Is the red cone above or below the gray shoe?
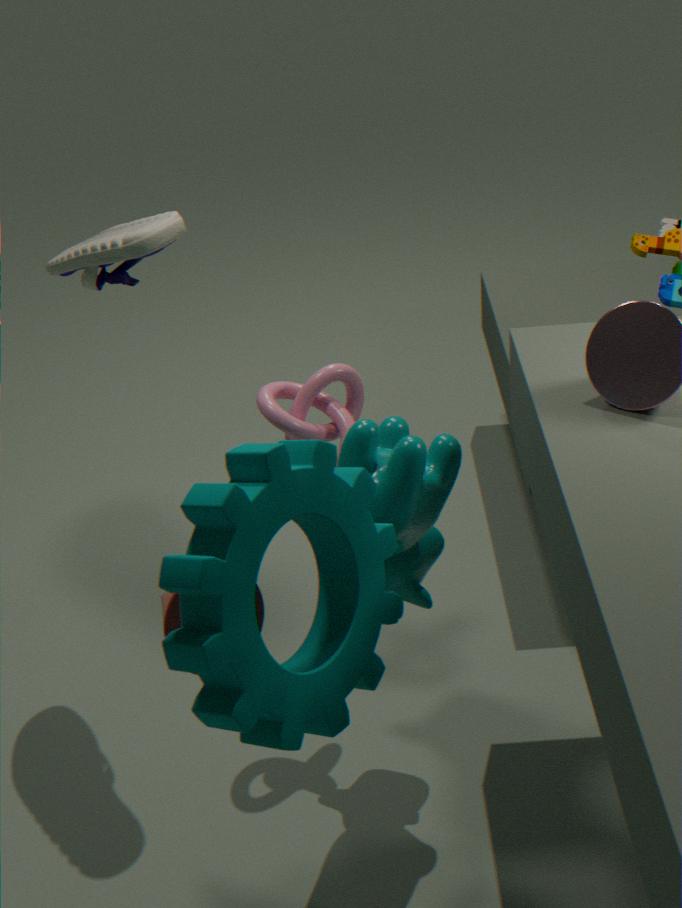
below
